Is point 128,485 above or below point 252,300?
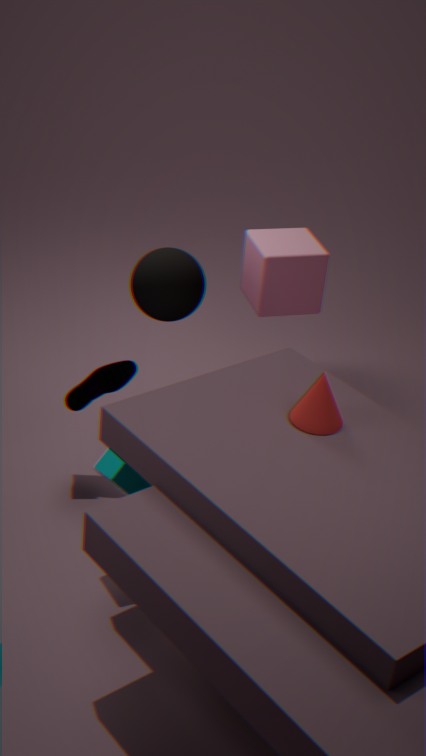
below
